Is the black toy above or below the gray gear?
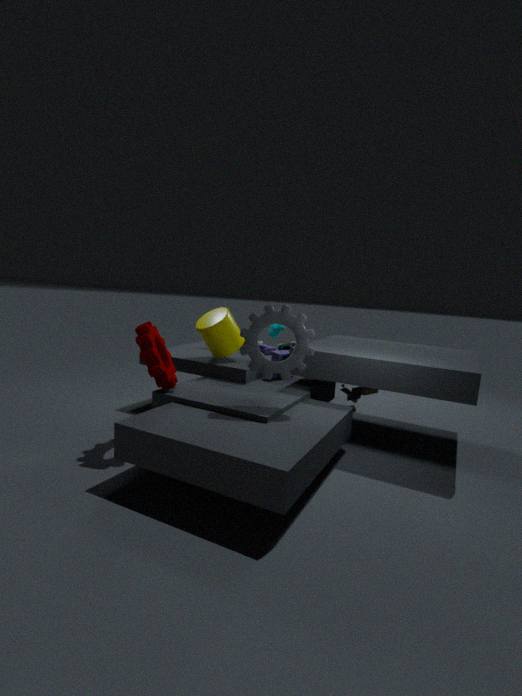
Result: below
